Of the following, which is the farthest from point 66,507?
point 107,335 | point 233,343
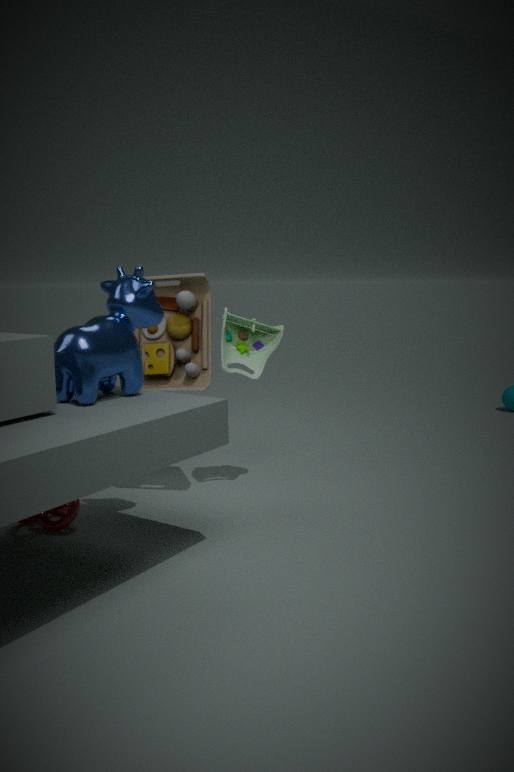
point 233,343
